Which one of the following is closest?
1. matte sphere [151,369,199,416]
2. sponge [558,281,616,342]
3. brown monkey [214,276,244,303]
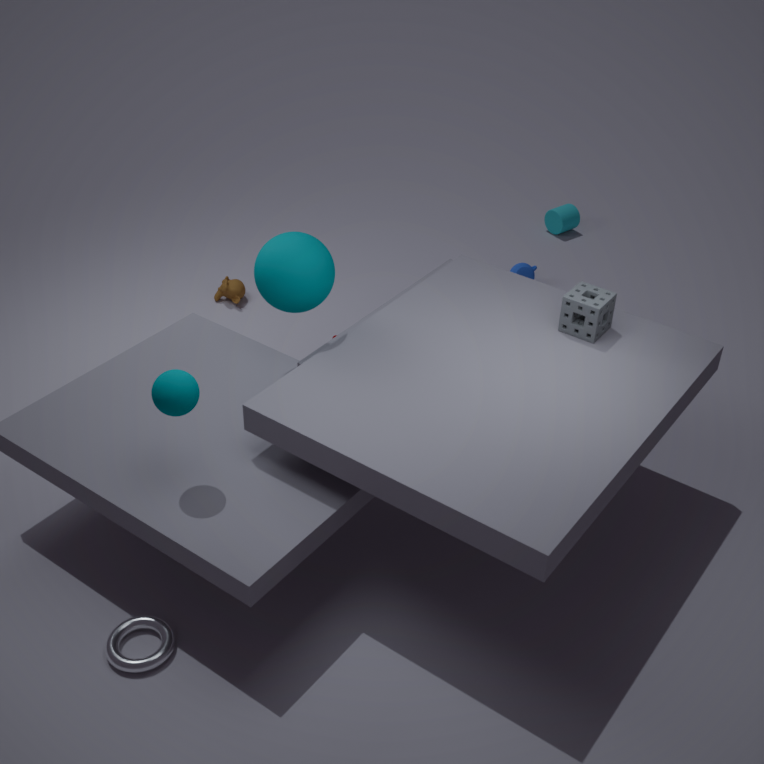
matte sphere [151,369,199,416]
